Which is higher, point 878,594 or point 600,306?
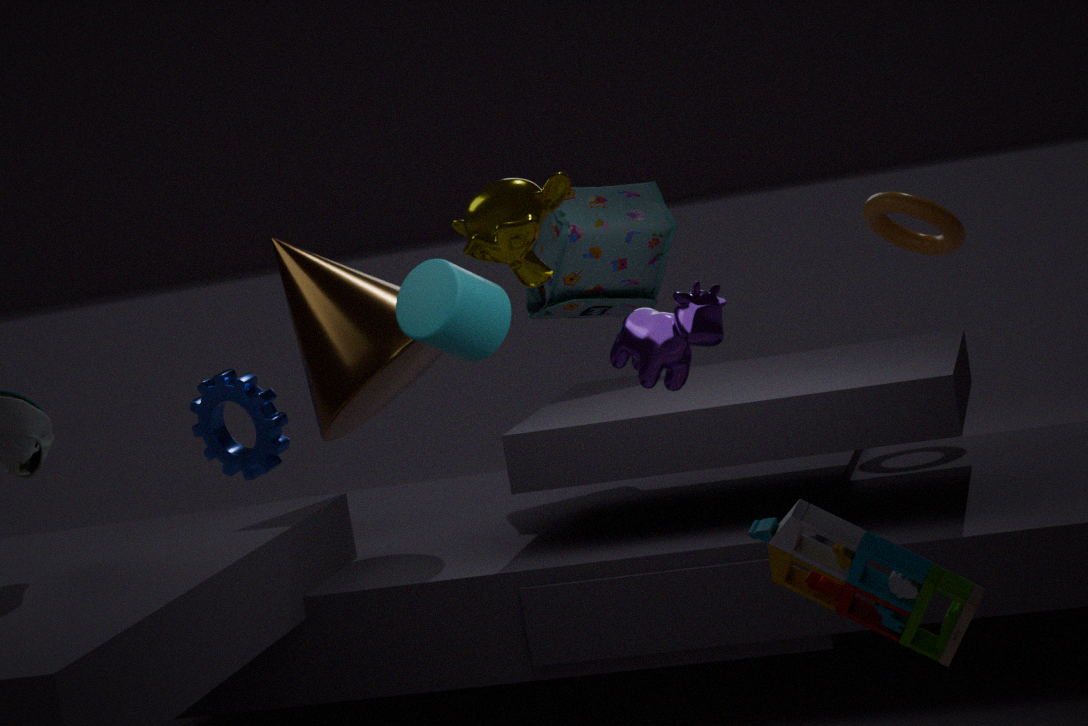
point 600,306
